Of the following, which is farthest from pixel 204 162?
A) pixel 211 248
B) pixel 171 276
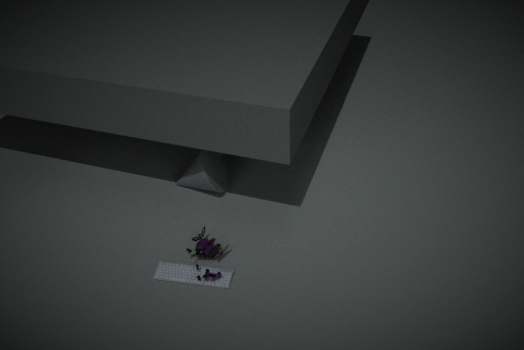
pixel 171 276
